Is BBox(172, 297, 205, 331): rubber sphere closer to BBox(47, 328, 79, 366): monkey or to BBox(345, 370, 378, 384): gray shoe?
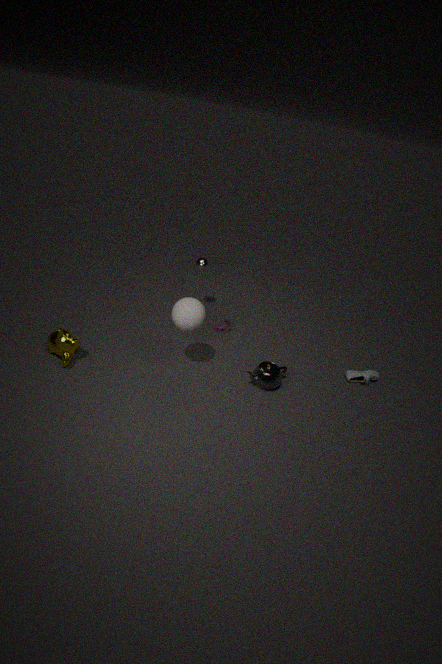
BBox(47, 328, 79, 366): monkey
